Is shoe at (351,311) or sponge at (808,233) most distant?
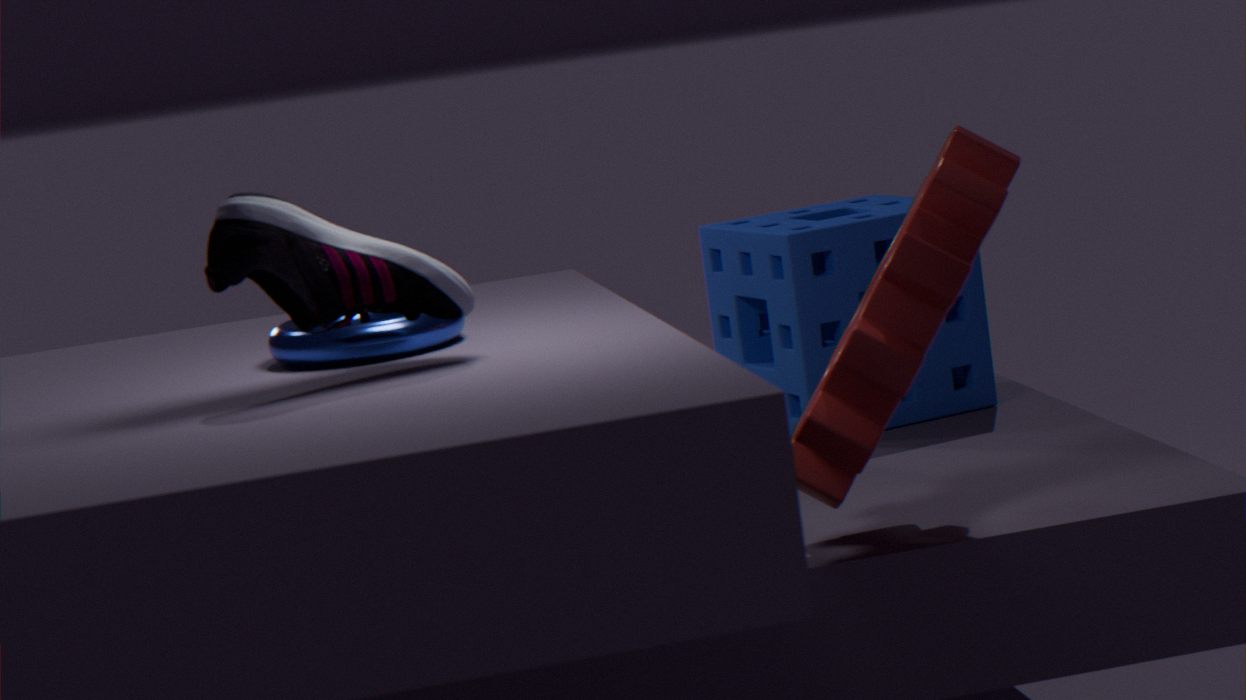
sponge at (808,233)
